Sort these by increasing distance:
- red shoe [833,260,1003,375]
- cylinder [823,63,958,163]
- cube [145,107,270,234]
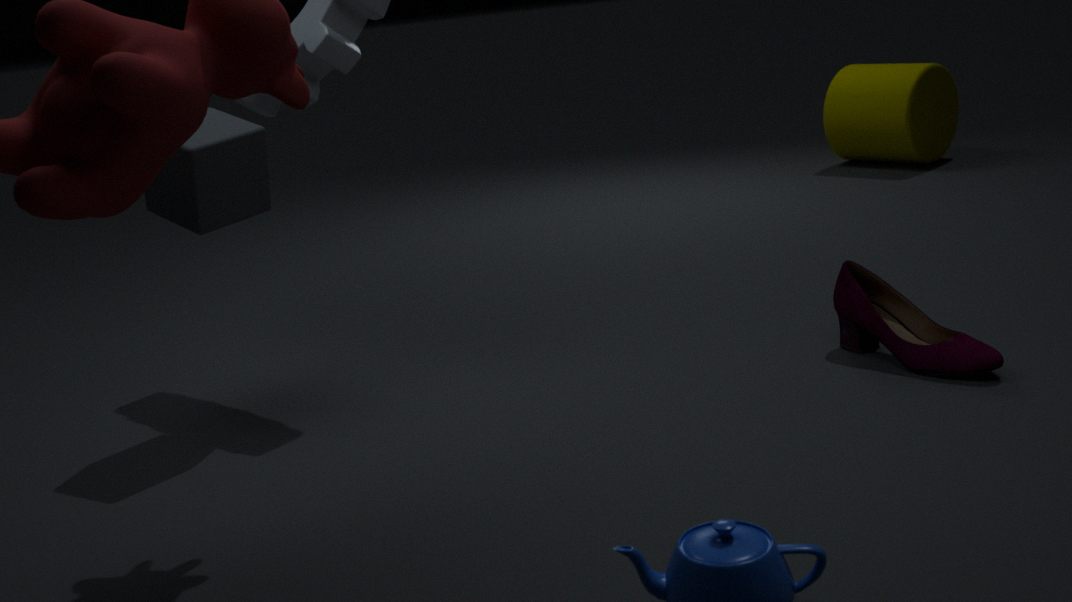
red shoe [833,260,1003,375] < cube [145,107,270,234] < cylinder [823,63,958,163]
